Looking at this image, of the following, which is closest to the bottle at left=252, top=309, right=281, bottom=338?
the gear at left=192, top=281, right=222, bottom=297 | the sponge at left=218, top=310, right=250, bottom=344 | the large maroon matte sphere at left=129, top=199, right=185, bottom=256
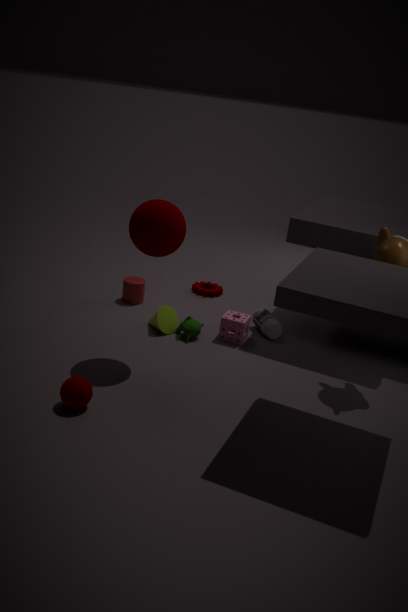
the sponge at left=218, top=310, right=250, bottom=344
